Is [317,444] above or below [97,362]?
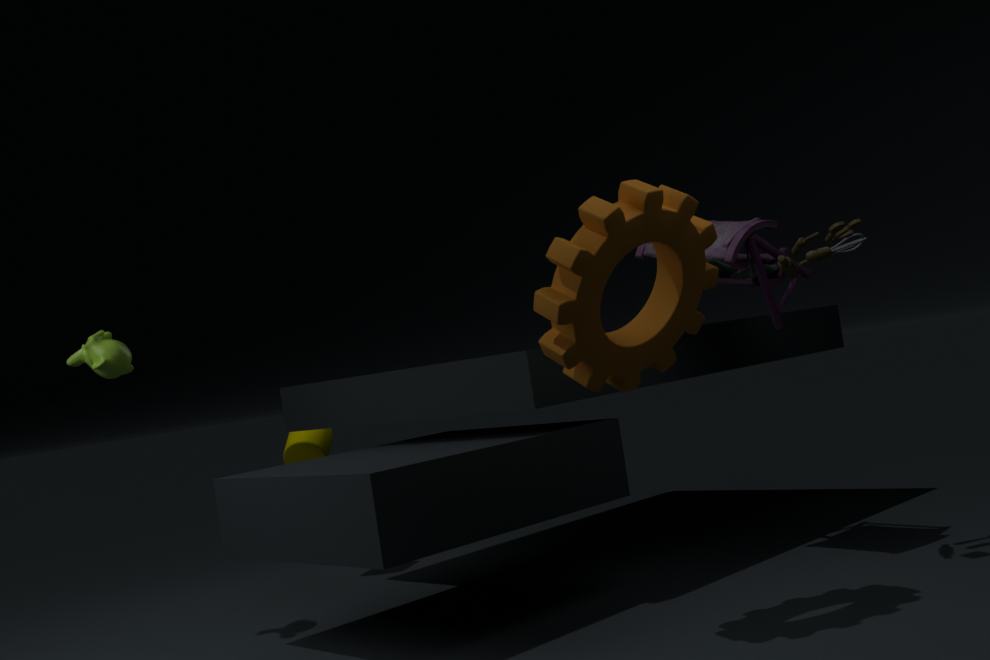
below
